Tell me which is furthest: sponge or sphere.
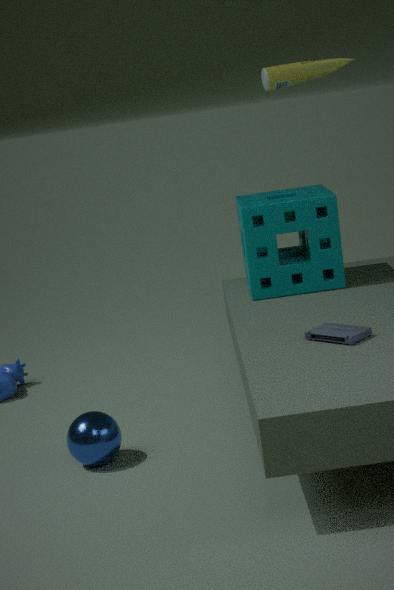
sponge
